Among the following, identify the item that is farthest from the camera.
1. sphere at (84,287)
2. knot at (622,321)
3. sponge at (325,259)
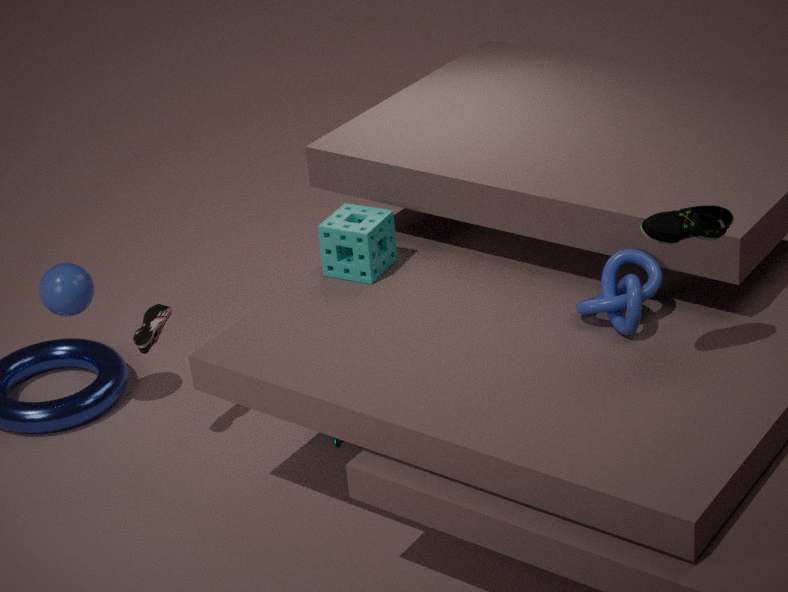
sphere at (84,287)
